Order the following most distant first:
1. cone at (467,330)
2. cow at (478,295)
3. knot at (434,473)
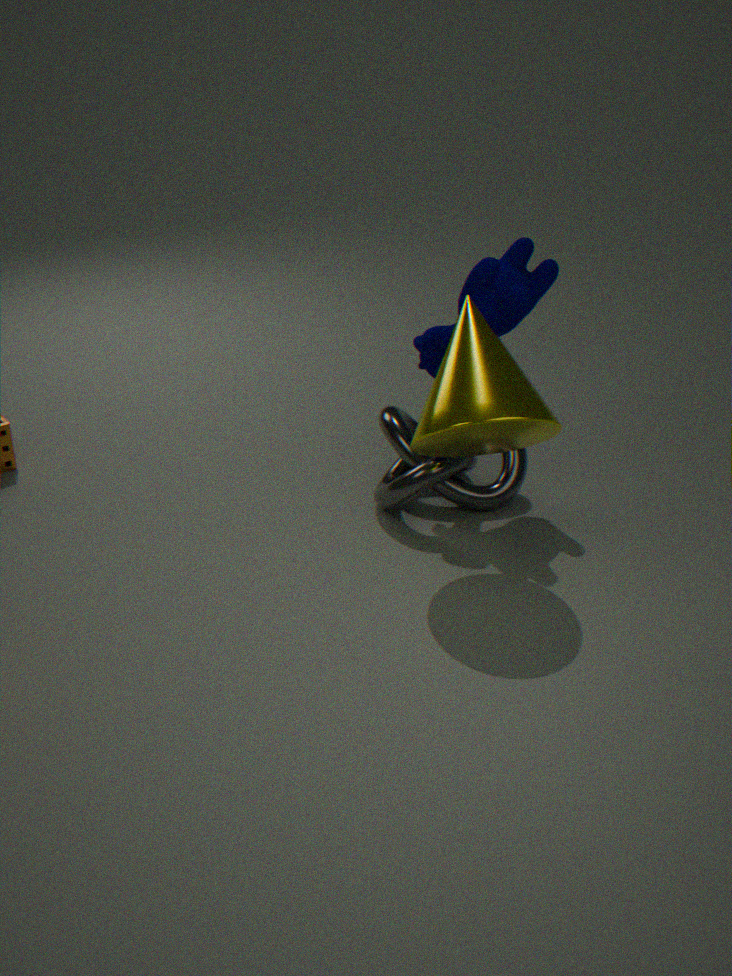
knot at (434,473) < cow at (478,295) < cone at (467,330)
